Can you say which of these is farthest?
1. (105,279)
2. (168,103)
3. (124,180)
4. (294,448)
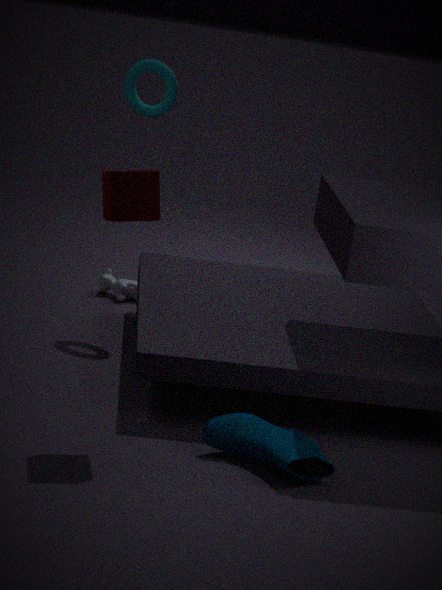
(105,279)
